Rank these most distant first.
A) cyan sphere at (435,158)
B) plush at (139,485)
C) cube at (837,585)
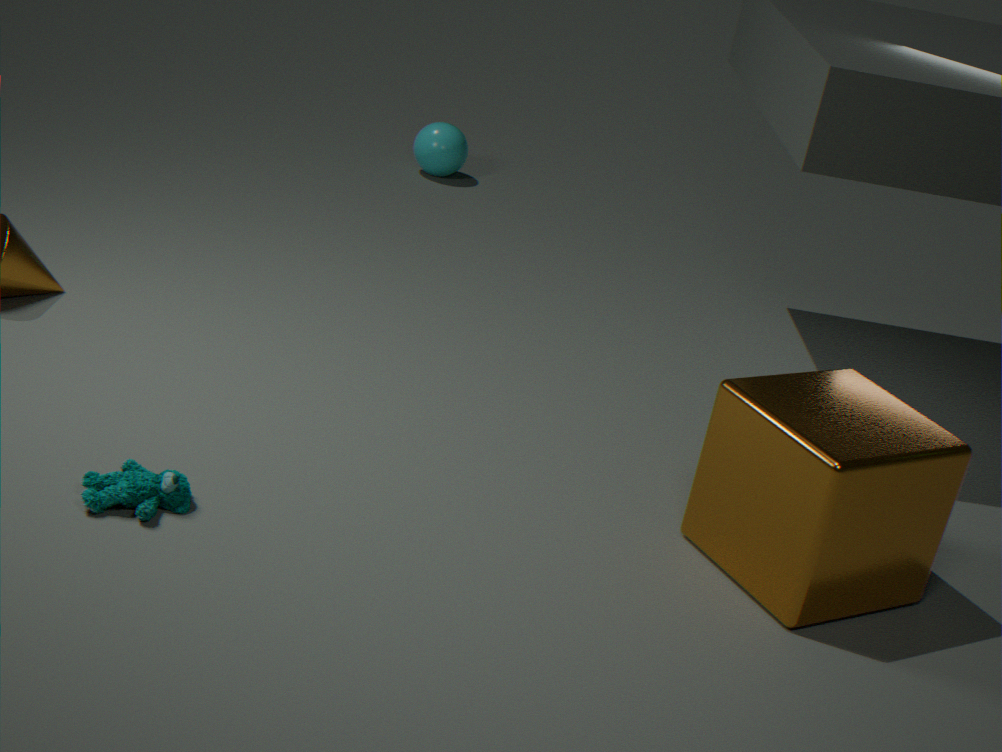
1. cyan sphere at (435,158)
2. plush at (139,485)
3. cube at (837,585)
